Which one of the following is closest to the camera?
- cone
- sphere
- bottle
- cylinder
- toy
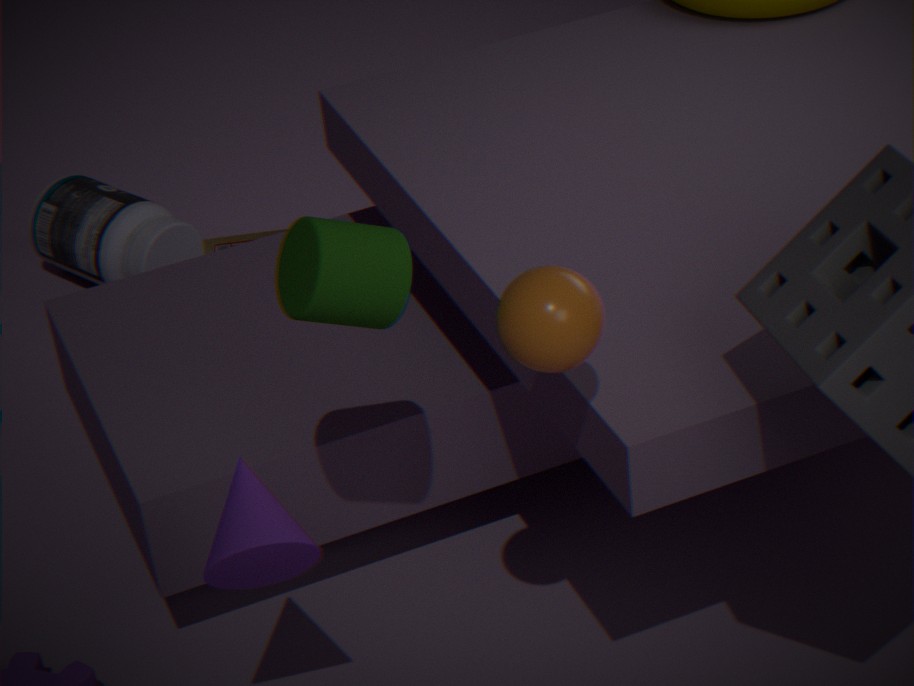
sphere
